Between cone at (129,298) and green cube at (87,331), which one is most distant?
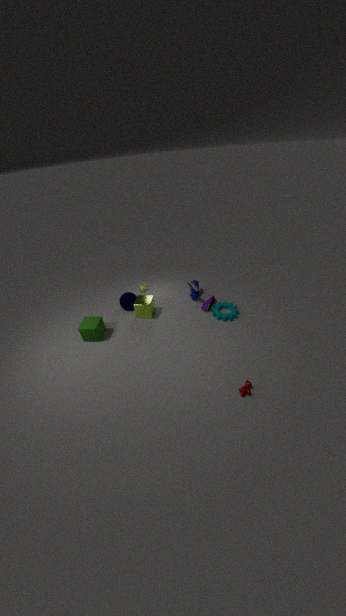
cone at (129,298)
